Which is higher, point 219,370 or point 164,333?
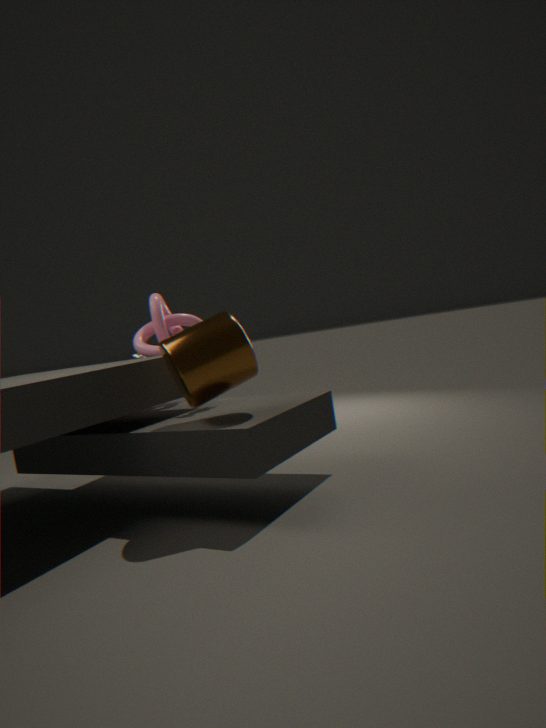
point 164,333
